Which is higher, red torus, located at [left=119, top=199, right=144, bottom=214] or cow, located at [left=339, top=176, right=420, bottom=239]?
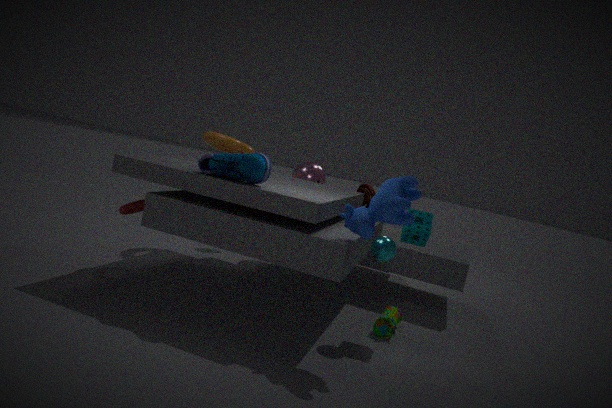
cow, located at [left=339, top=176, right=420, bottom=239]
